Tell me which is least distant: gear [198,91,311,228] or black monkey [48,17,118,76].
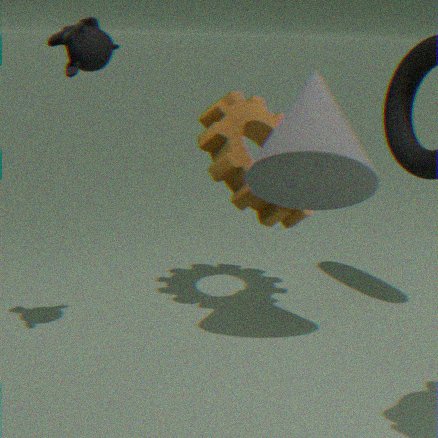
black monkey [48,17,118,76]
